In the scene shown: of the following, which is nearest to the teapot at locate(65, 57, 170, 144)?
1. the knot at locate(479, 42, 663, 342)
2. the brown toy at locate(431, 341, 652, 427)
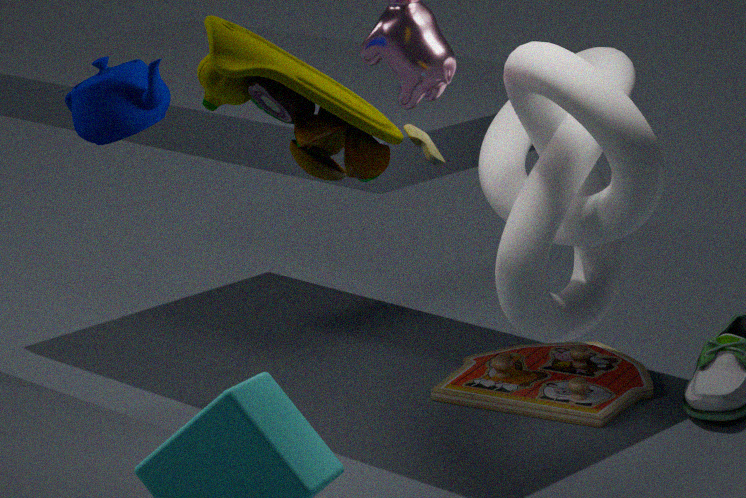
the knot at locate(479, 42, 663, 342)
